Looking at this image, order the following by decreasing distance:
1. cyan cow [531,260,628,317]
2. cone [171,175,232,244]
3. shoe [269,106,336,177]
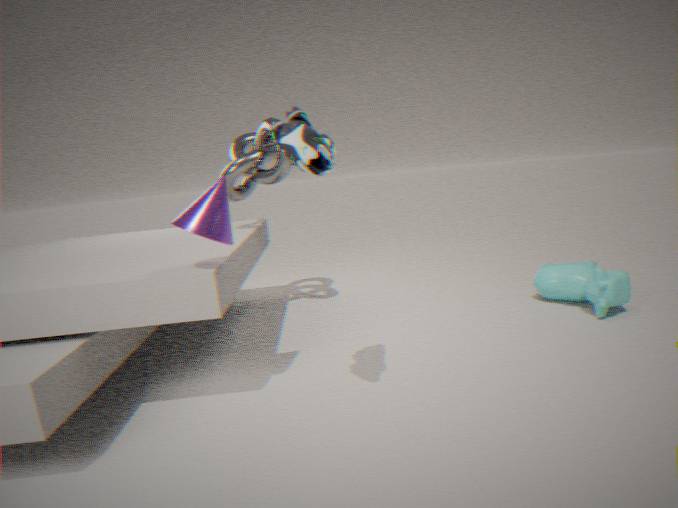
cyan cow [531,260,628,317], cone [171,175,232,244], shoe [269,106,336,177]
